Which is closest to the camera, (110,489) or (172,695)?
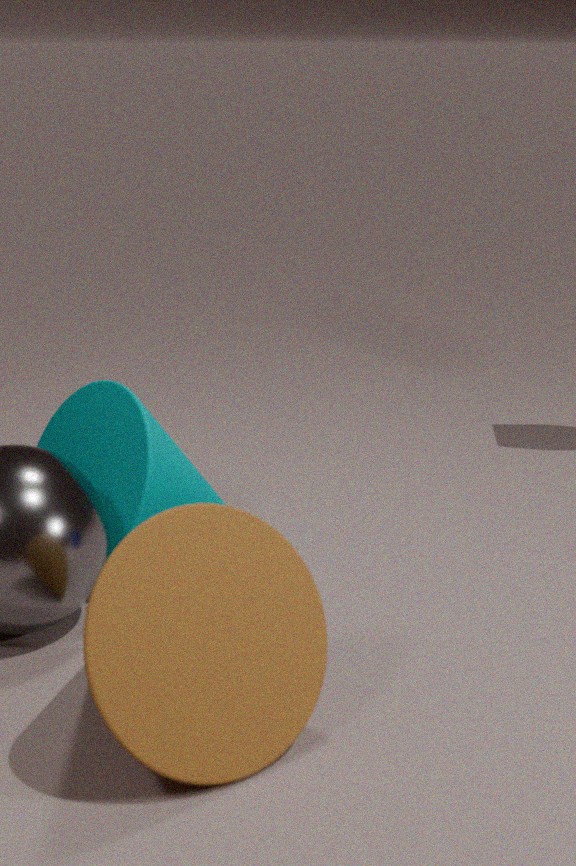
(172,695)
